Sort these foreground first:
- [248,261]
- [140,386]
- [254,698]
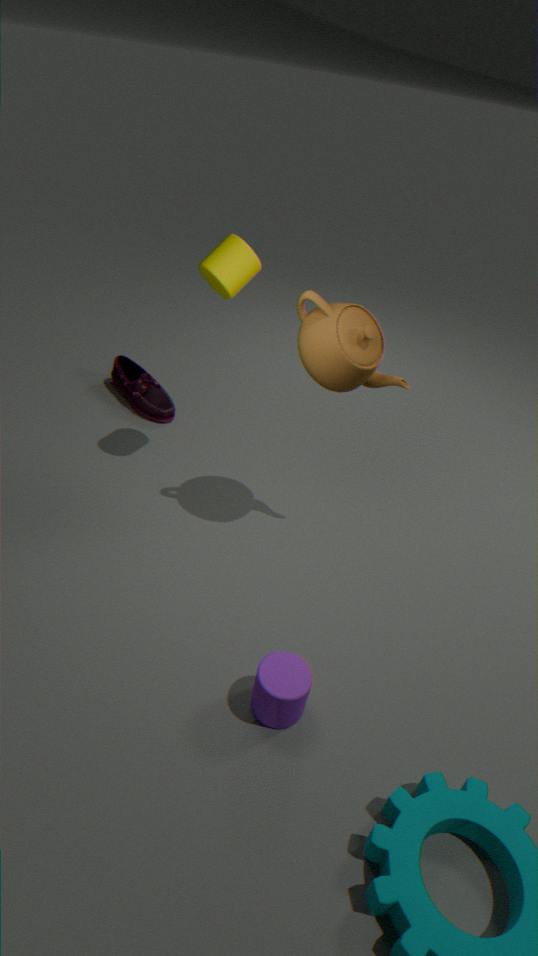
[254,698] → [248,261] → [140,386]
